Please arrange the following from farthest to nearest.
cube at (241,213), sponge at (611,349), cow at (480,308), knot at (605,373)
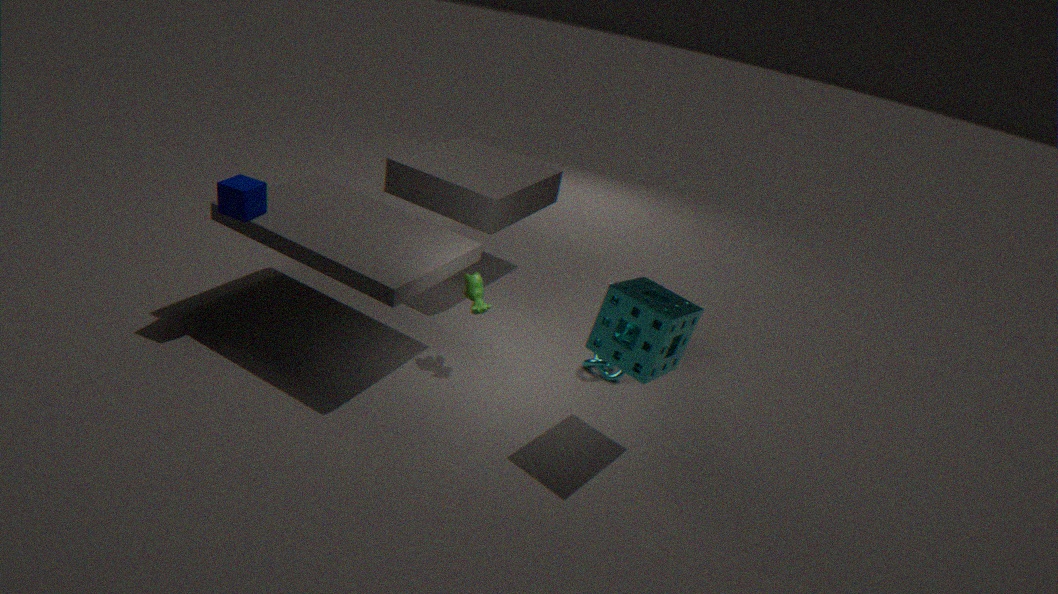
knot at (605,373), cow at (480,308), cube at (241,213), sponge at (611,349)
